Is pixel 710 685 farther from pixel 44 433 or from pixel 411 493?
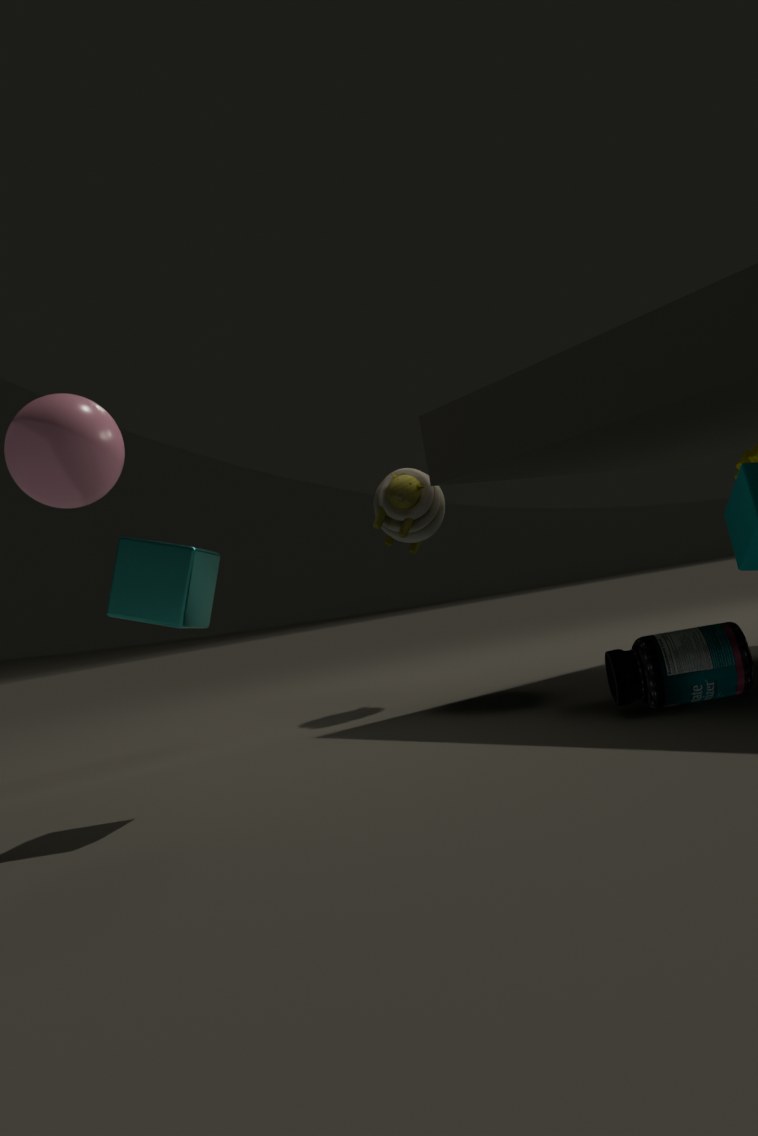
pixel 44 433
